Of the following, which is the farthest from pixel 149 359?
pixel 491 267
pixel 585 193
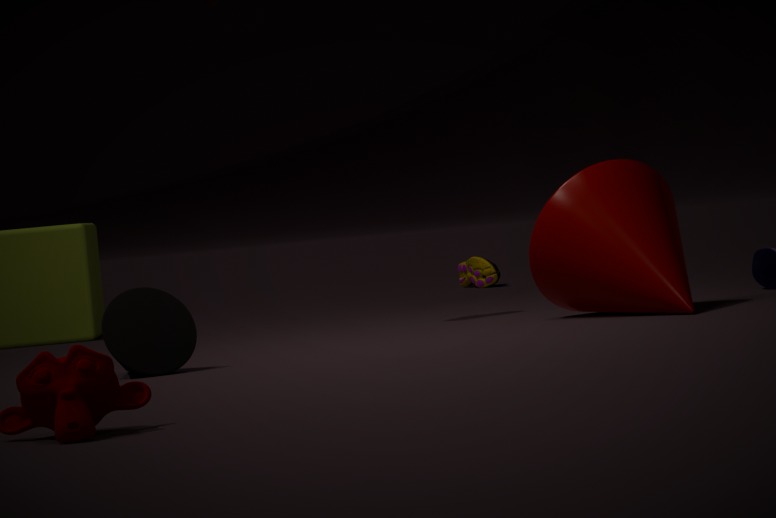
pixel 491 267
